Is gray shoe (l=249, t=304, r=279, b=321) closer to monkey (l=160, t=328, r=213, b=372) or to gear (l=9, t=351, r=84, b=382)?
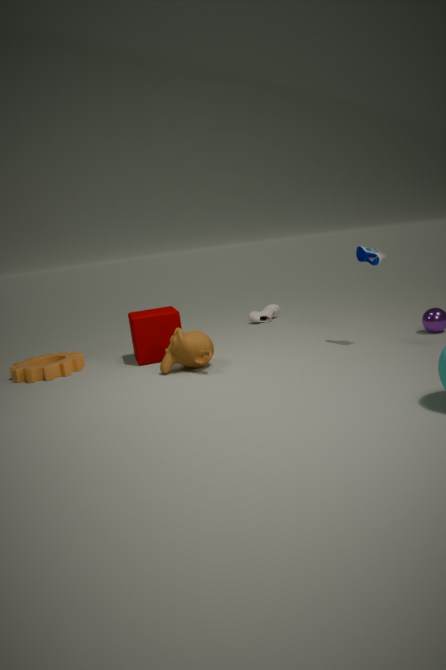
monkey (l=160, t=328, r=213, b=372)
